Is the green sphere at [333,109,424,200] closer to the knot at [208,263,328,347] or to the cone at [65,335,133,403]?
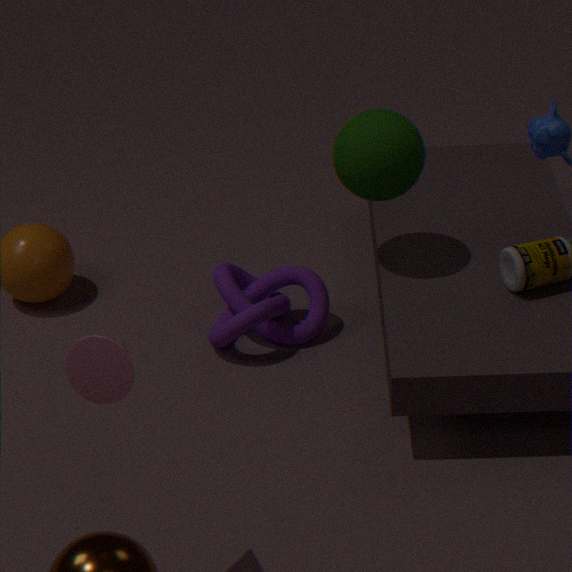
the knot at [208,263,328,347]
